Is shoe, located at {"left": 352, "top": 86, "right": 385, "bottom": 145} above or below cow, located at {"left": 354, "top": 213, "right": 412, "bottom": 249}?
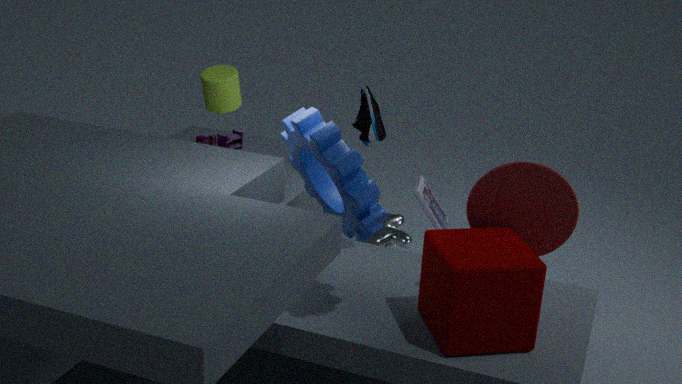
above
